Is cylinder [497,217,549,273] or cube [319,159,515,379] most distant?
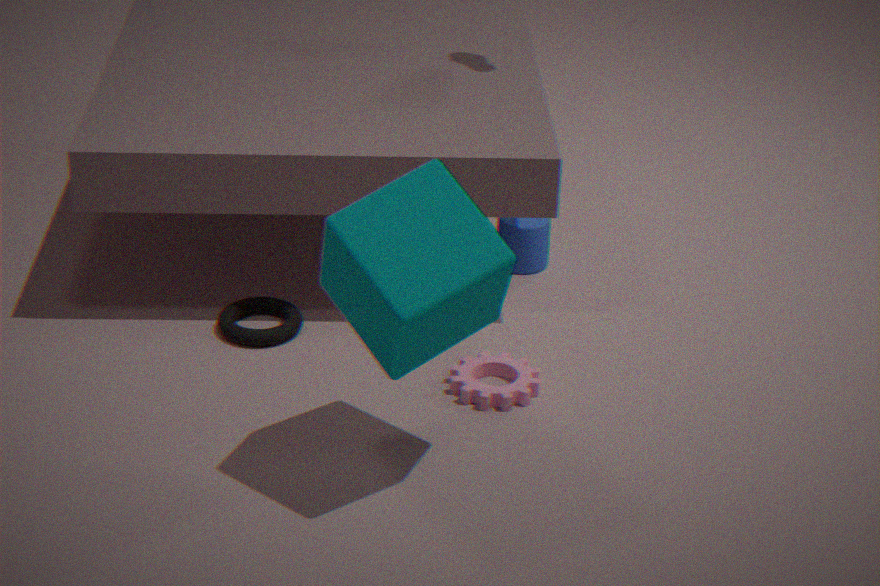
cylinder [497,217,549,273]
